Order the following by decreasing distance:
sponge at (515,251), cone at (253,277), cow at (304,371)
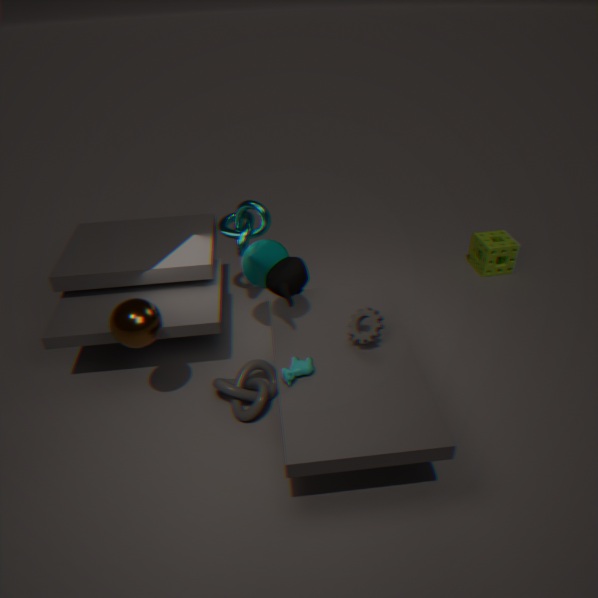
1. sponge at (515,251)
2. cone at (253,277)
3. cow at (304,371)
